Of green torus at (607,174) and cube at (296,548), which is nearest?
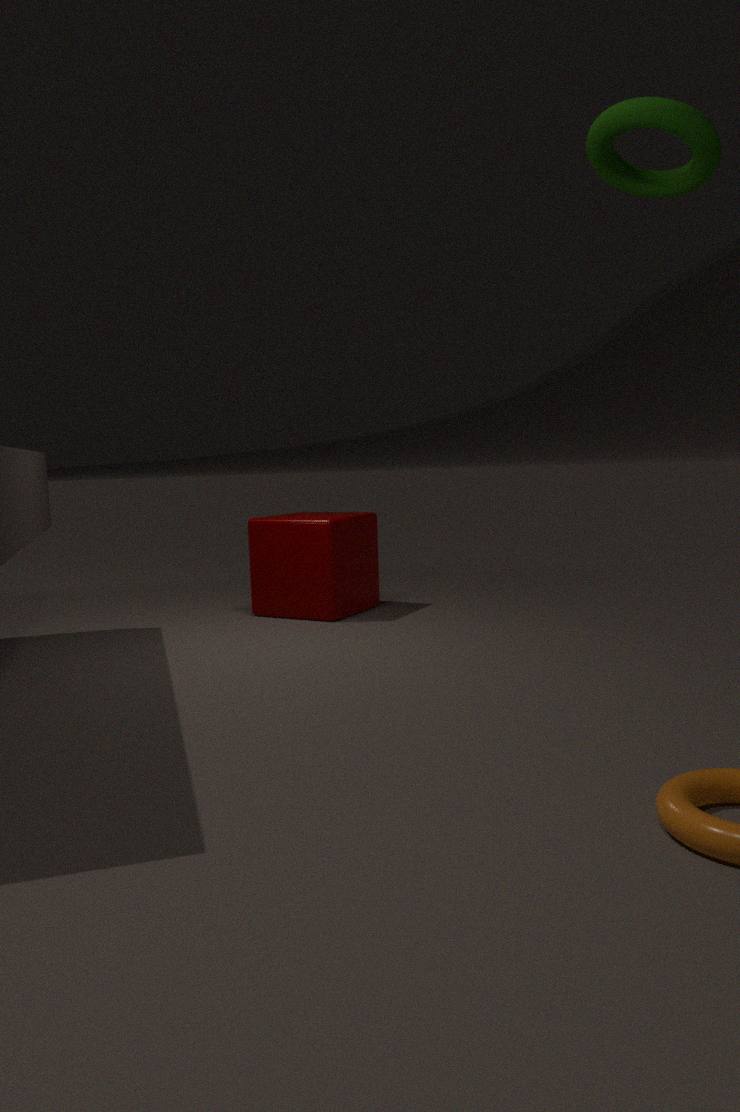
green torus at (607,174)
